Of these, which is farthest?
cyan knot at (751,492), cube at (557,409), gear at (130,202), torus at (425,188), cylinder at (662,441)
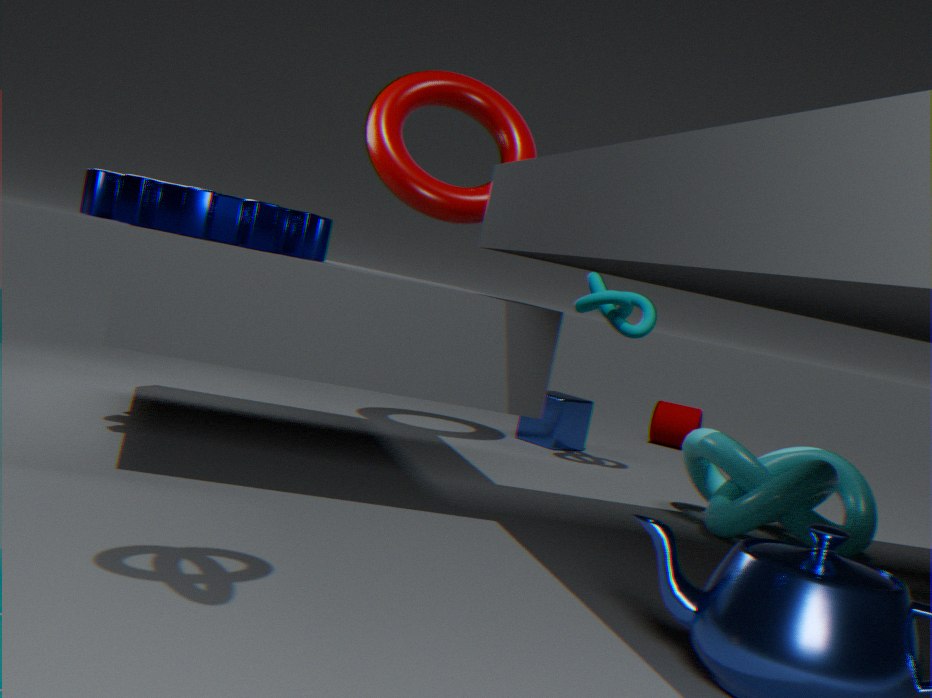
cylinder at (662,441)
